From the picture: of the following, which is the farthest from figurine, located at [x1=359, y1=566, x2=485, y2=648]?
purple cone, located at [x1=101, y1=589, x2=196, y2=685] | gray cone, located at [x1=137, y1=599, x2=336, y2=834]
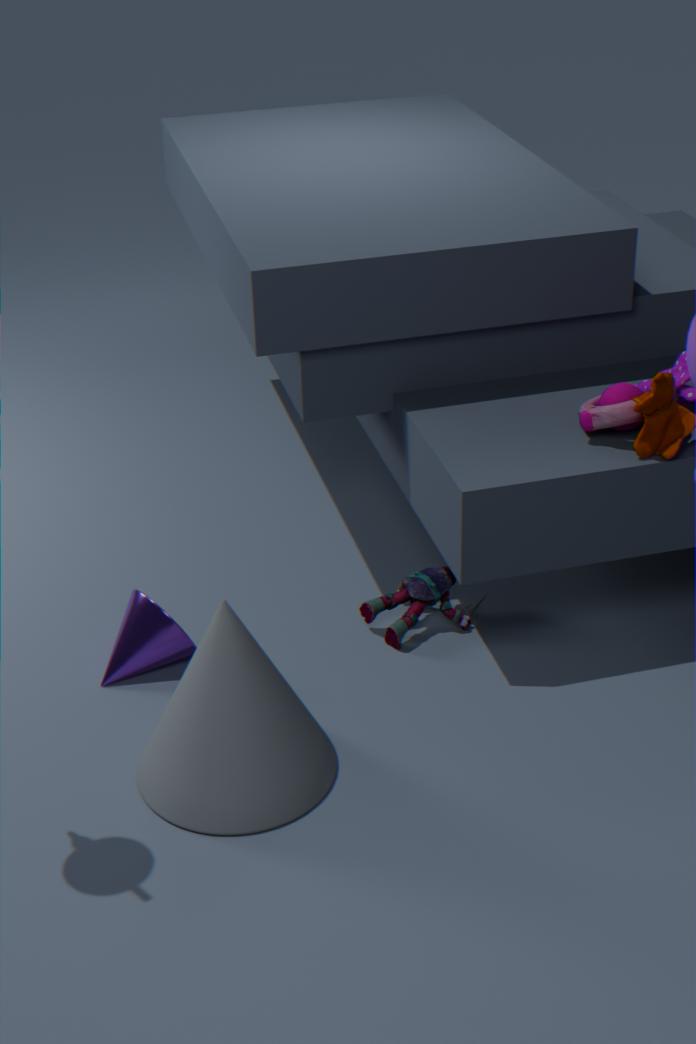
purple cone, located at [x1=101, y1=589, x2=196, y2=685]
